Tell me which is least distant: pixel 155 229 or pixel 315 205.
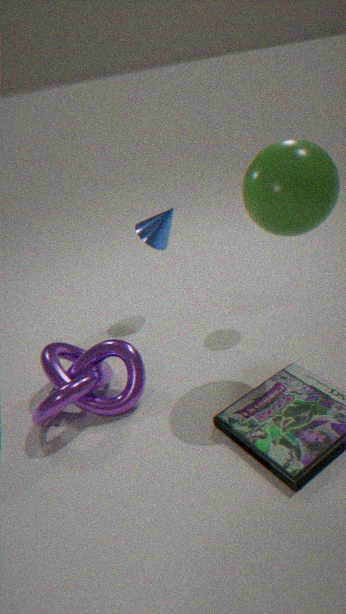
pixel 315 205
